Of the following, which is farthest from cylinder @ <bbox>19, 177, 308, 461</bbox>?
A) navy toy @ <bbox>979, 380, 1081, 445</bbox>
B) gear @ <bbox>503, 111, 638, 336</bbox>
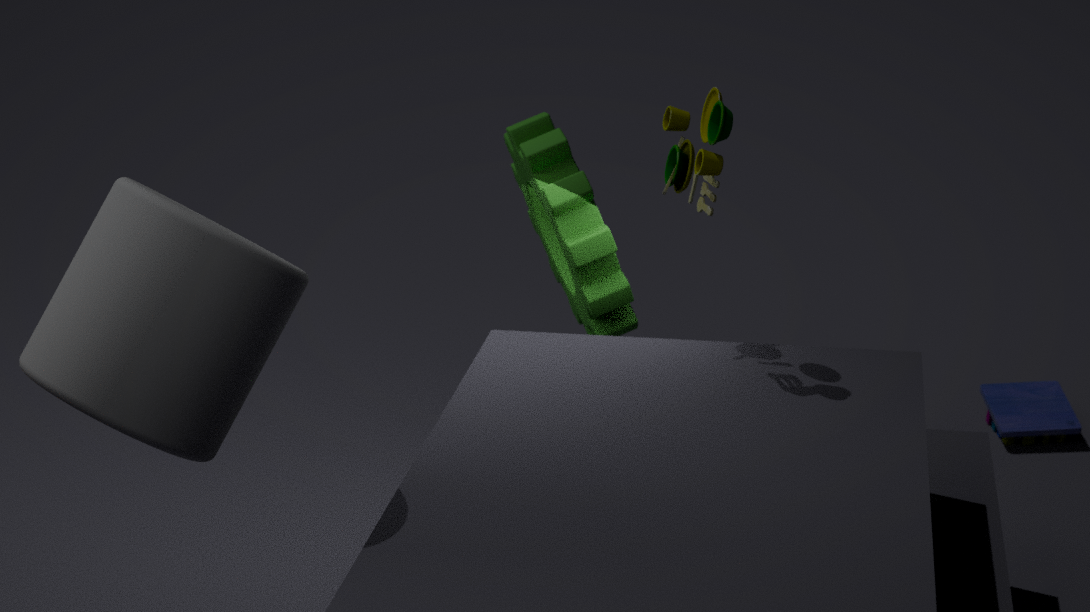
navy toy @ <bbox>979, 380, 1081, 445</bbox>
